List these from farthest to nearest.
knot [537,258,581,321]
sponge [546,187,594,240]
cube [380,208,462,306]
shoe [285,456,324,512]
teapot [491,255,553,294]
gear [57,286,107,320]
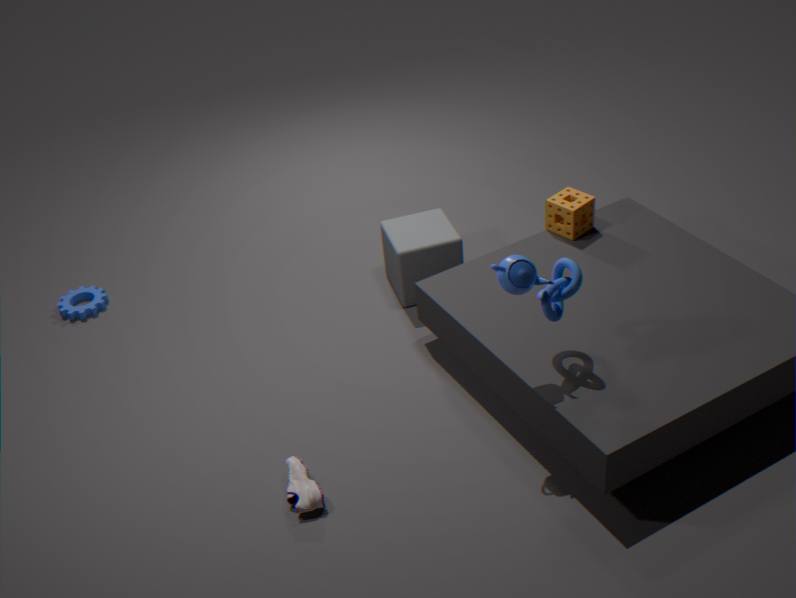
1. gear [57,286,107,320]
2. cube [380,208,462,306]
3. sponge [546,187,594,240]
4. shoe [285,456,324,512]
5. knot [537,258,581,321]
6. teapot [491,255,553,294]
